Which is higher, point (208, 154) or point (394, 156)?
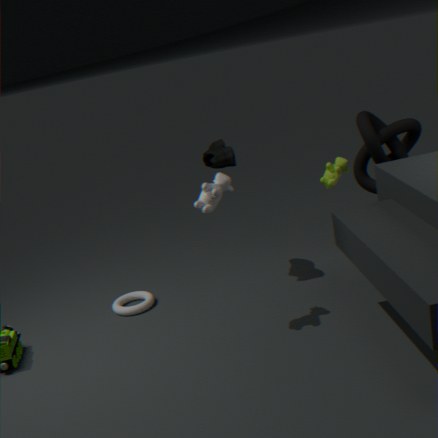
point (208, 154)
